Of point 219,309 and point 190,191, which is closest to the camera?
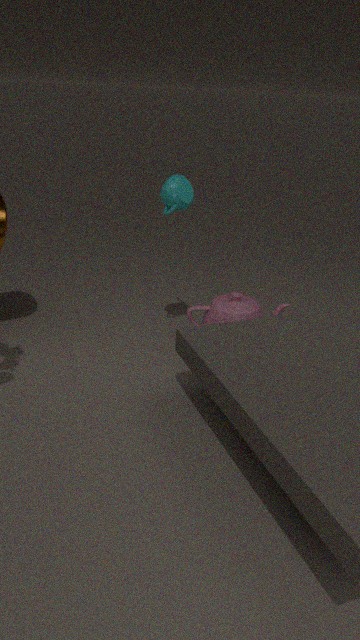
point 190,191
